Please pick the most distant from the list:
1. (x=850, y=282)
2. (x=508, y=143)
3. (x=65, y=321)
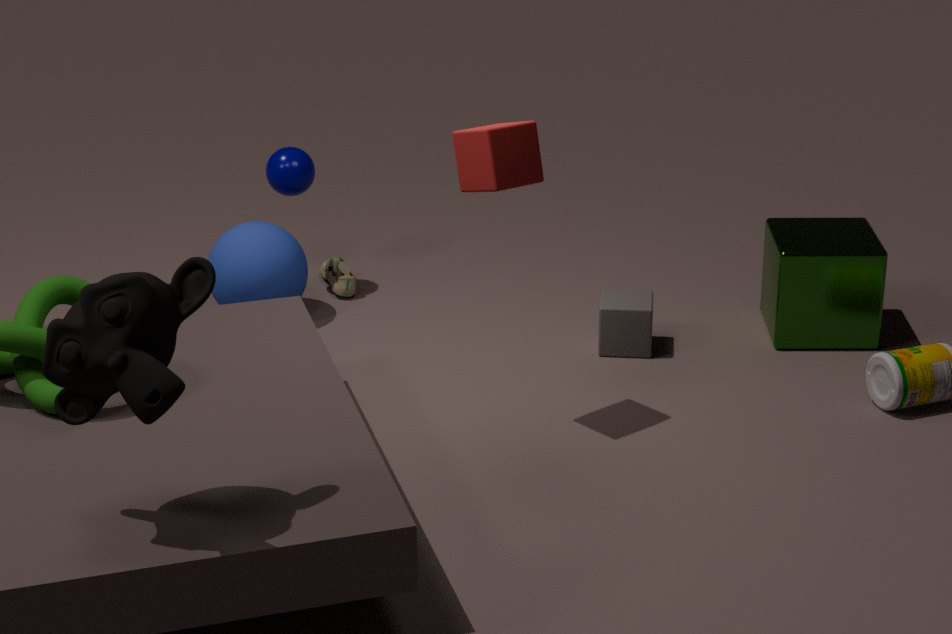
(x=850, y=282)
